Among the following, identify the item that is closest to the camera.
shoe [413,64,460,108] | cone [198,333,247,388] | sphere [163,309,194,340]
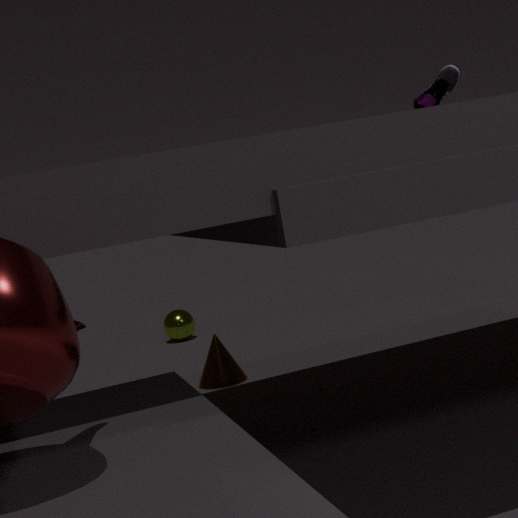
shoe [413,64,460,108]
